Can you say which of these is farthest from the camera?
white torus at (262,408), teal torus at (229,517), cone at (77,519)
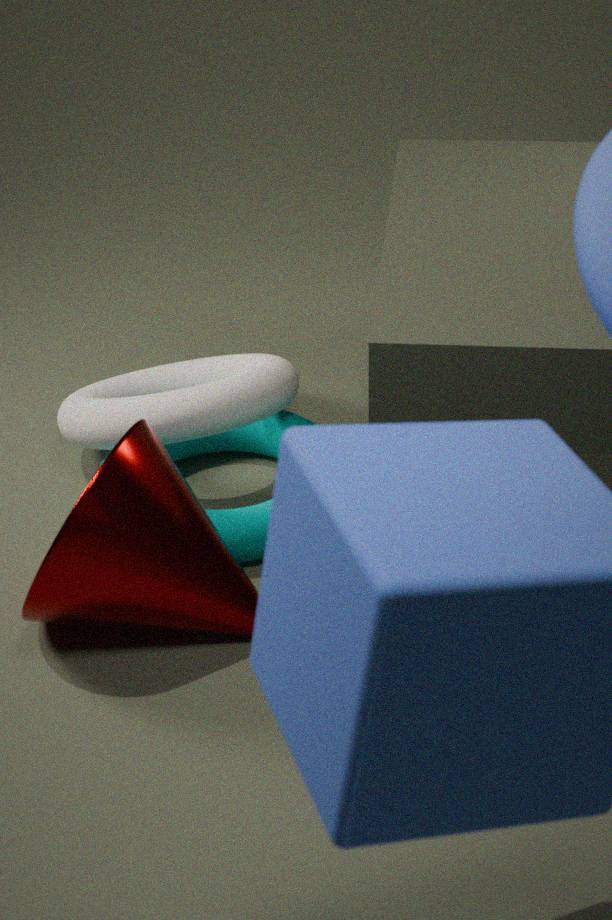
white torus at (262,408)
